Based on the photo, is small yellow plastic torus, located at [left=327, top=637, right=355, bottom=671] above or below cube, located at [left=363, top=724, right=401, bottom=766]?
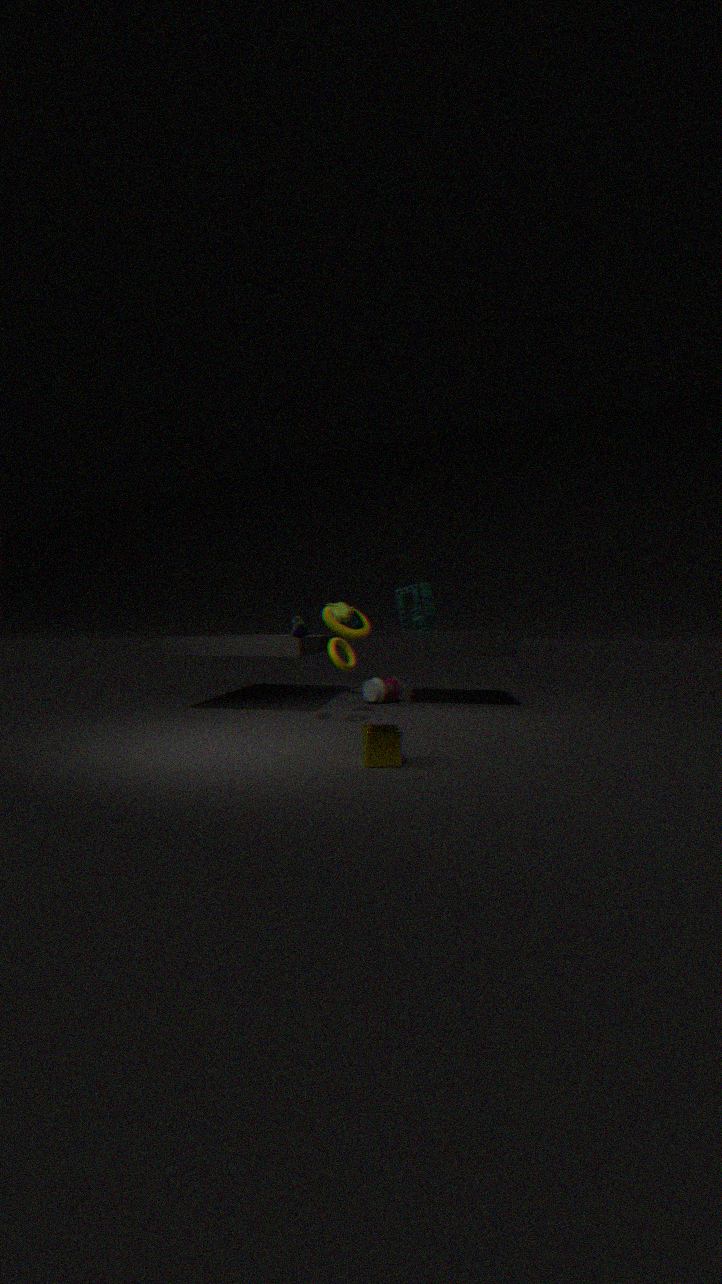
above
